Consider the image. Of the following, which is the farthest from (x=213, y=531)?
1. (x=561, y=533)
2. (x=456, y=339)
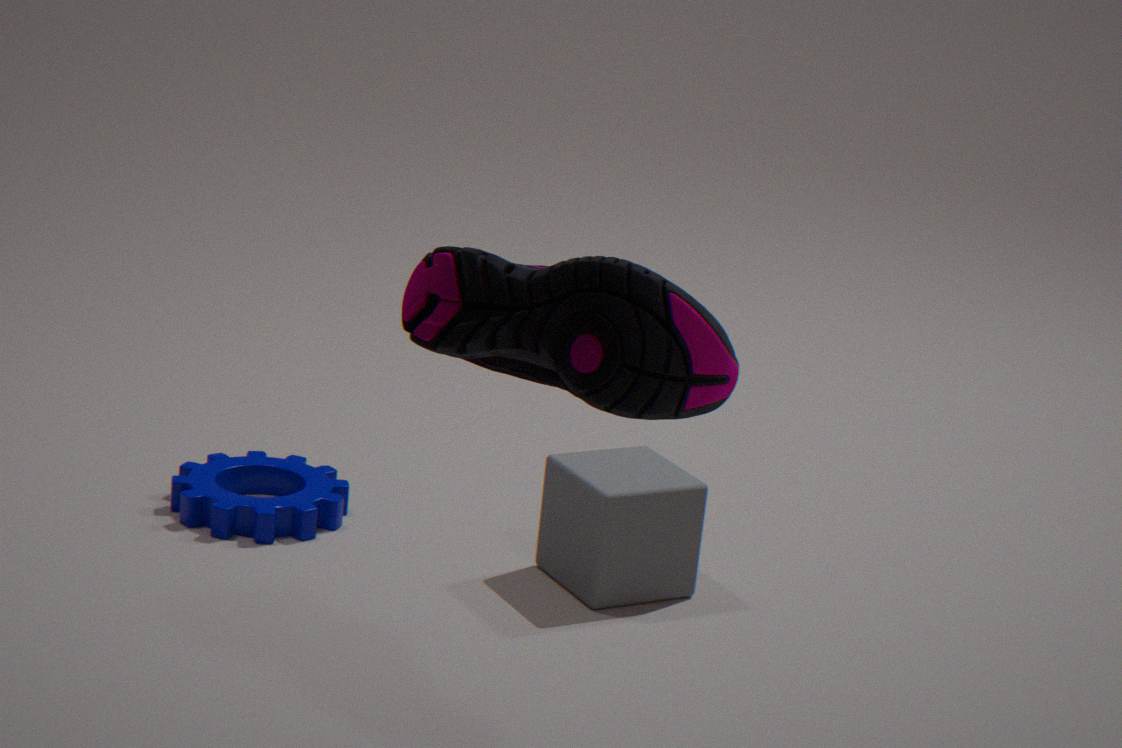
(x=456, y=339)
